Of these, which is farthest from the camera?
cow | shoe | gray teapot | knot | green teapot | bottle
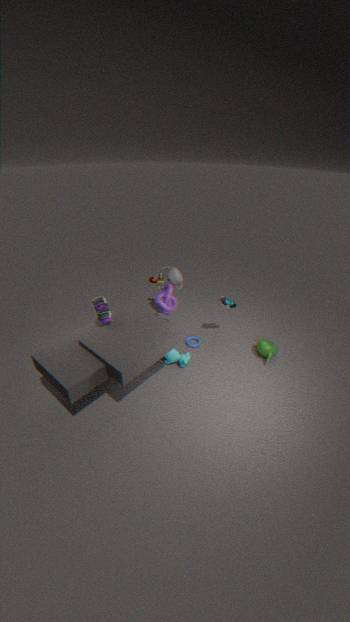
gray teapot
